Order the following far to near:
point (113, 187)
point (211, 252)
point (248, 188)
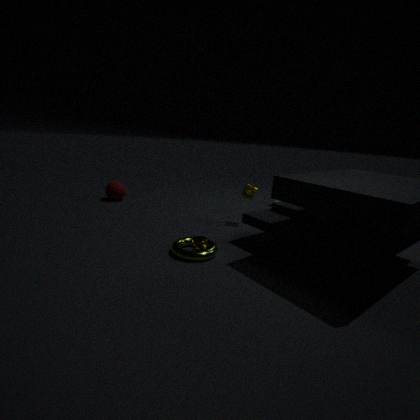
point (113, 187)
point (248, 188)
point (211, 252)
